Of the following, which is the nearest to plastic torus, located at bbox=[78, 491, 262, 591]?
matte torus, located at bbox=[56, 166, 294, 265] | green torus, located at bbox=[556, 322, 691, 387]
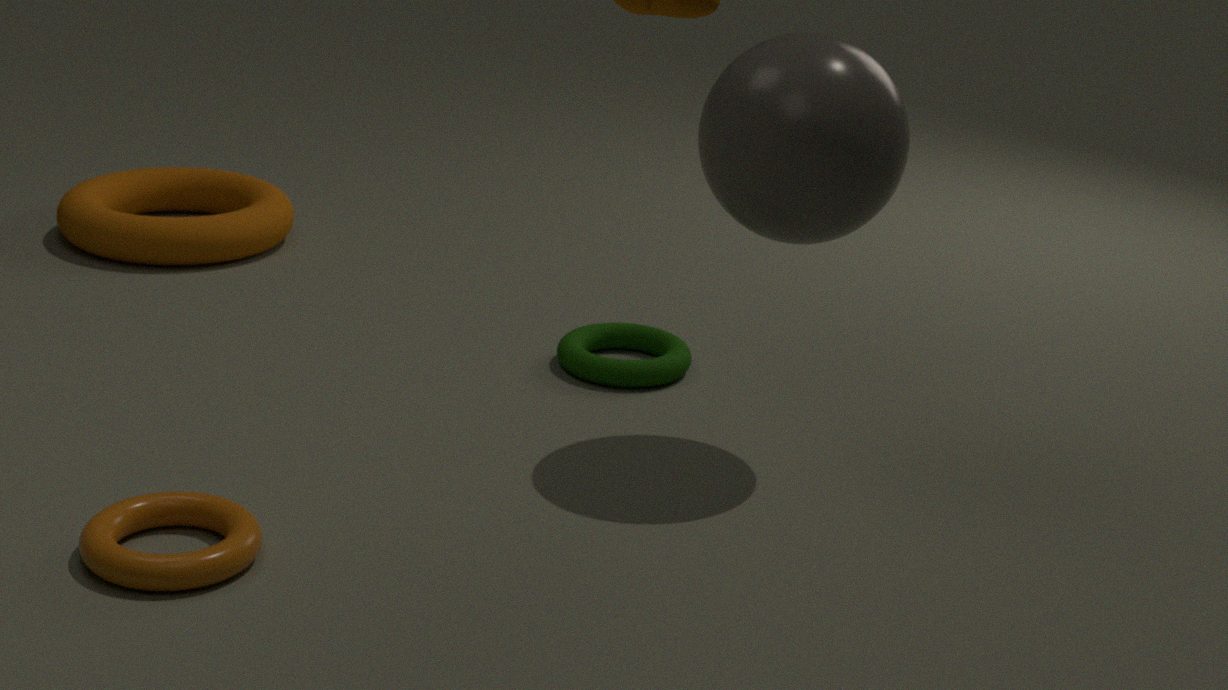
green torus, located at bbox=[556, 322, 691, 387]
